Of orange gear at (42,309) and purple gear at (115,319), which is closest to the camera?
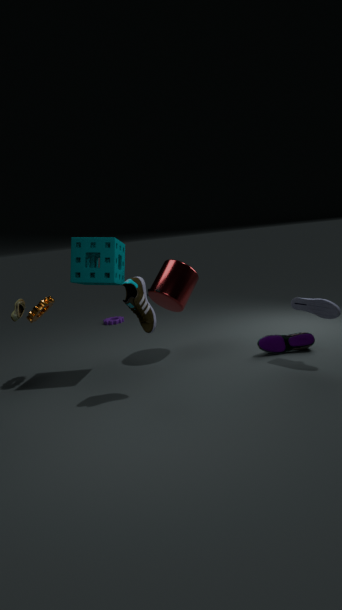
orange gear at (42,309)
